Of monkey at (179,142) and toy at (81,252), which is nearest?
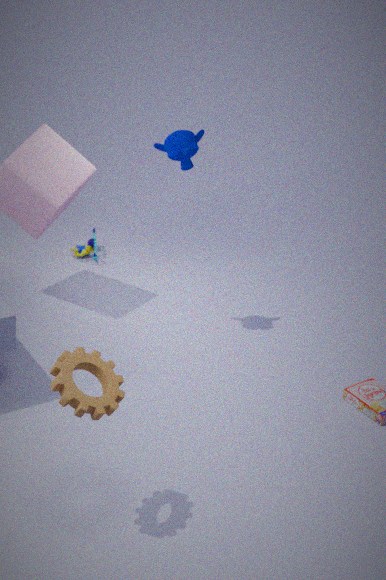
monkey at (179,142)
